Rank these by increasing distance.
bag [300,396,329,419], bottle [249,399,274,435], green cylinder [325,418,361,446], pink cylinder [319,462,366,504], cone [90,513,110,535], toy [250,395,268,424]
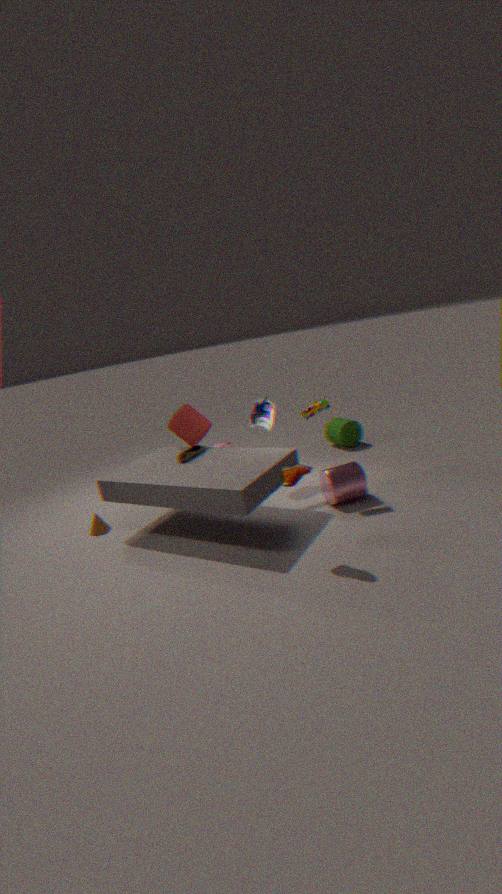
pink cylinder [319,462,366,504] → bag [300,396,329,419] → toy [250,395,268,424] → cone [90,513,110,535] → bottle [249,399,274,435] → green cylinder [325,418,361,446]
